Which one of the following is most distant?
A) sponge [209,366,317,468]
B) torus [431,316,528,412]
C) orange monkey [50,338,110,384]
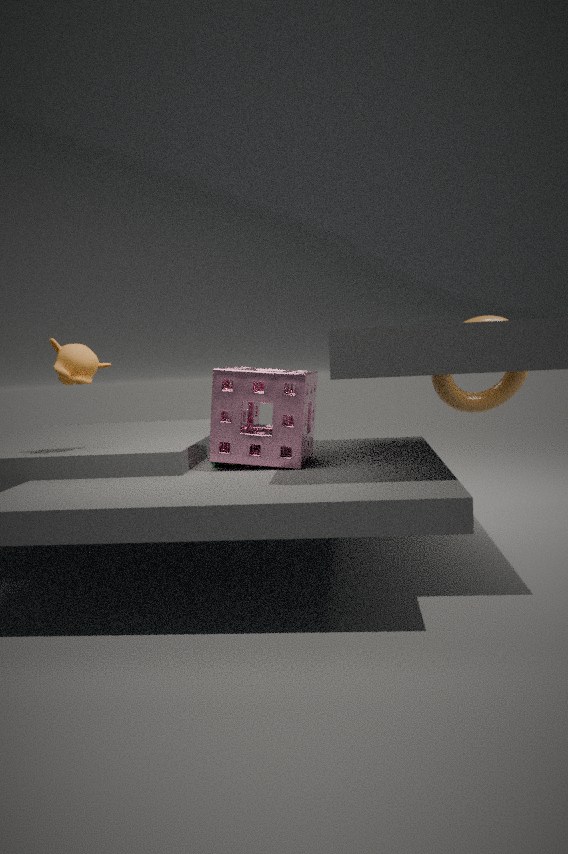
torus [431,316,528,412]
